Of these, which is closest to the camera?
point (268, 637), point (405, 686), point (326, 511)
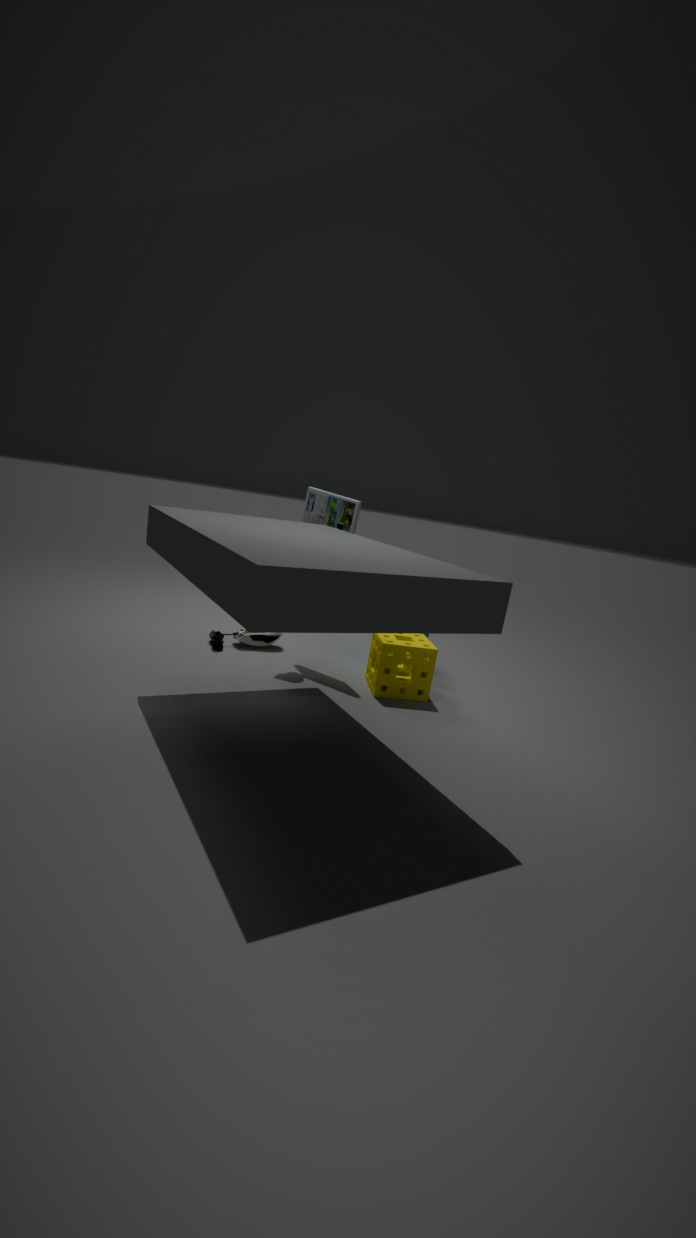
point (405, 686)
